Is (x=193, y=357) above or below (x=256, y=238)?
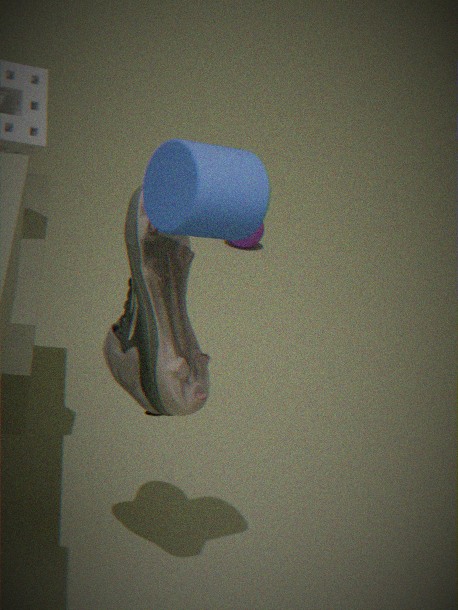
above
